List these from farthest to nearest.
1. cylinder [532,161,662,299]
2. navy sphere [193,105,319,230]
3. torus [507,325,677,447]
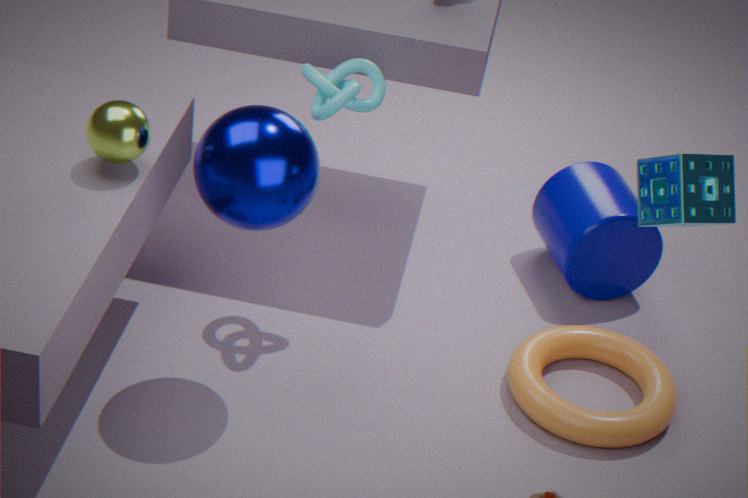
cylinder [532,161,662,299], torus [507,325,677,447], navy sphere [193,105,319,230]
